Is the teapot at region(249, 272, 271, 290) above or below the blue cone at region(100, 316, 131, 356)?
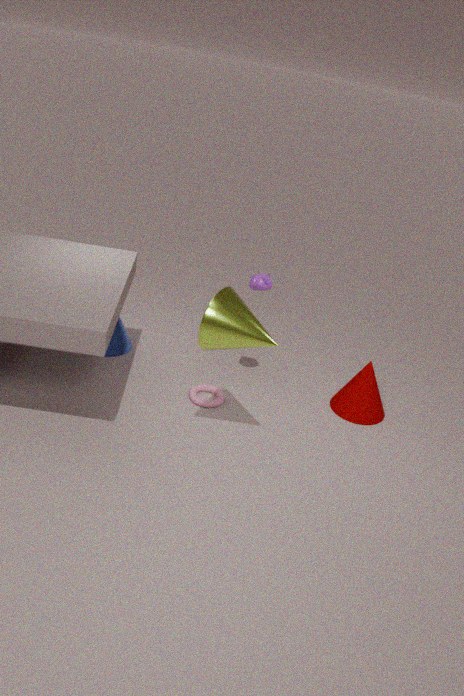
above
